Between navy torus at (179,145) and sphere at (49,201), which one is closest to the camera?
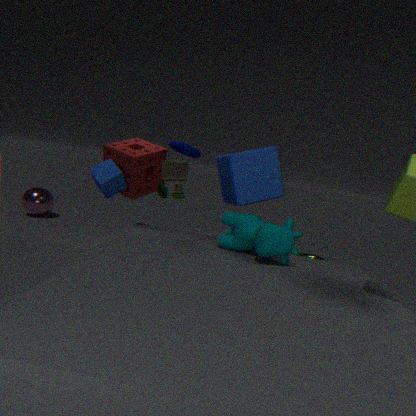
navy torus at (179,145)
